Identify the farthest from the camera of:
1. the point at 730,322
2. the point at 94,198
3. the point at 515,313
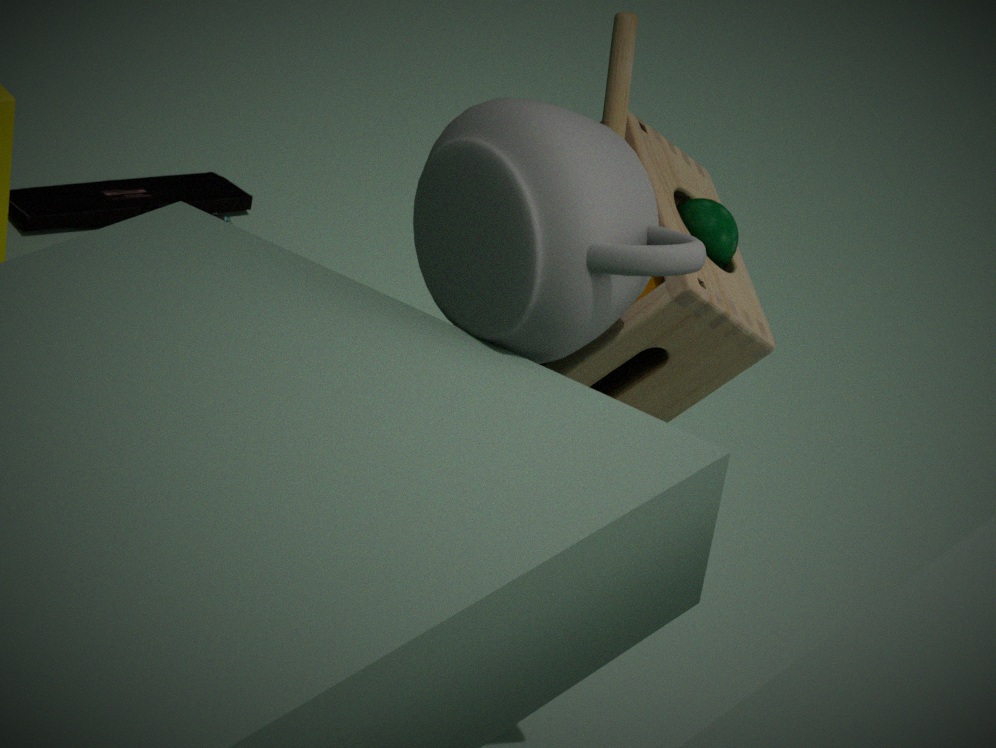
the point at 94,198
